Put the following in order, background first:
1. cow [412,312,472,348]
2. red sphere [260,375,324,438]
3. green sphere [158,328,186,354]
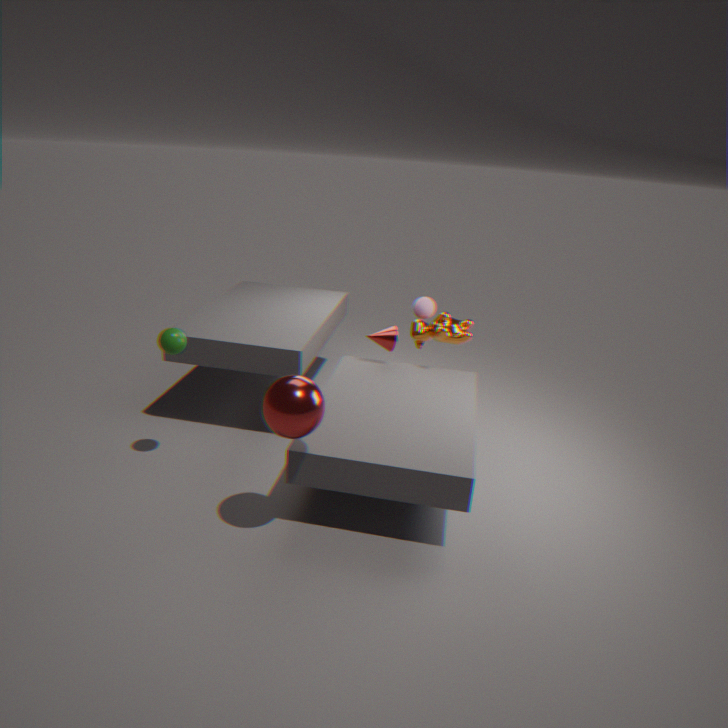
cow [412,312,472,348] < green sphere [158,328,186,354] < red sphere [260,375,324,438]
